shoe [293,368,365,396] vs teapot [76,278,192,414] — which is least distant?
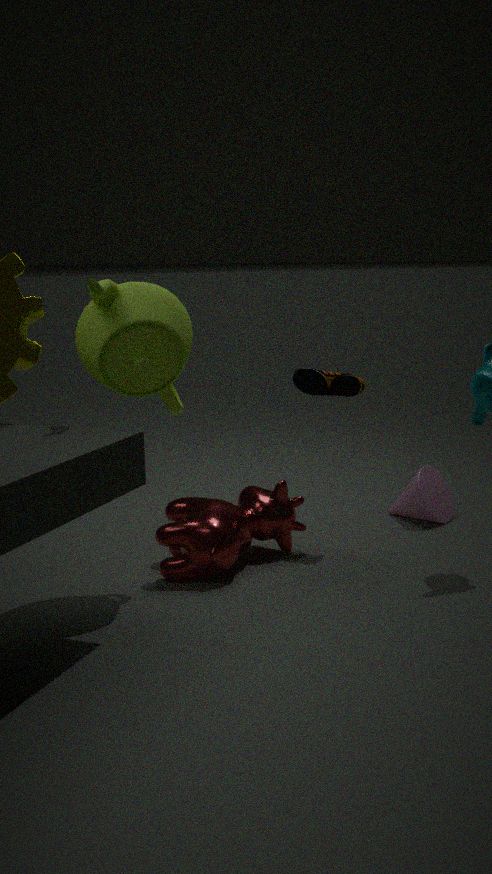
teapot [76,278,192,414]
